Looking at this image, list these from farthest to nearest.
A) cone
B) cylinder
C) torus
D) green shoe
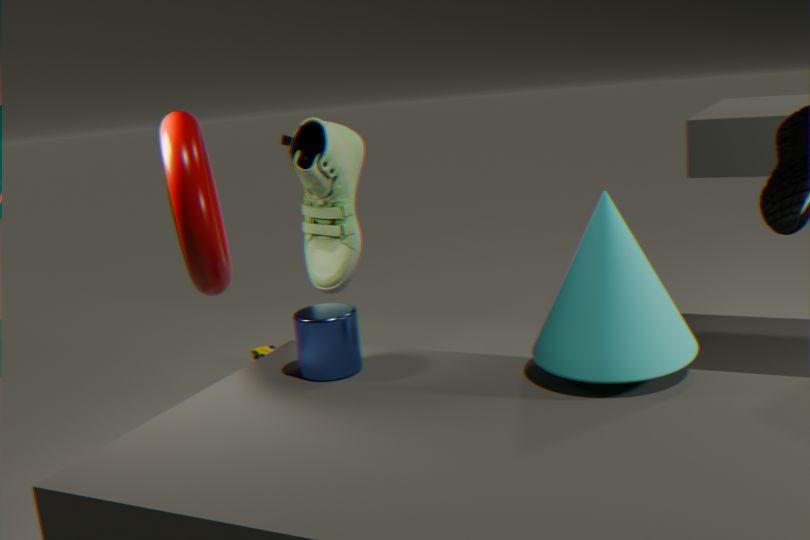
green shoe → cylinder → torus → cone
